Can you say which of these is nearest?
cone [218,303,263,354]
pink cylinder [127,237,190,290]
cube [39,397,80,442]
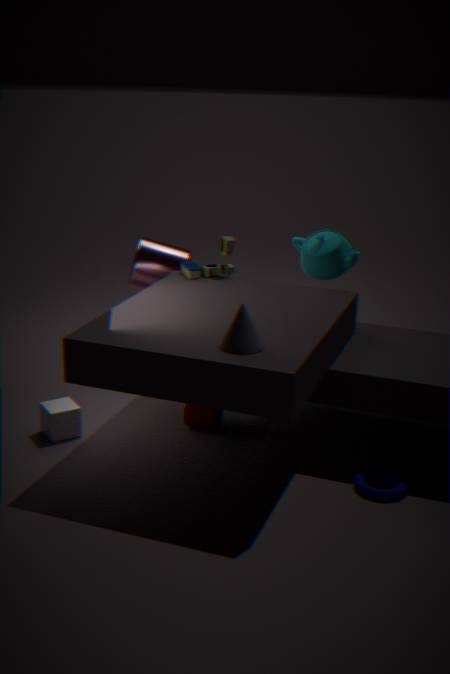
cone [218,303,263,354]
